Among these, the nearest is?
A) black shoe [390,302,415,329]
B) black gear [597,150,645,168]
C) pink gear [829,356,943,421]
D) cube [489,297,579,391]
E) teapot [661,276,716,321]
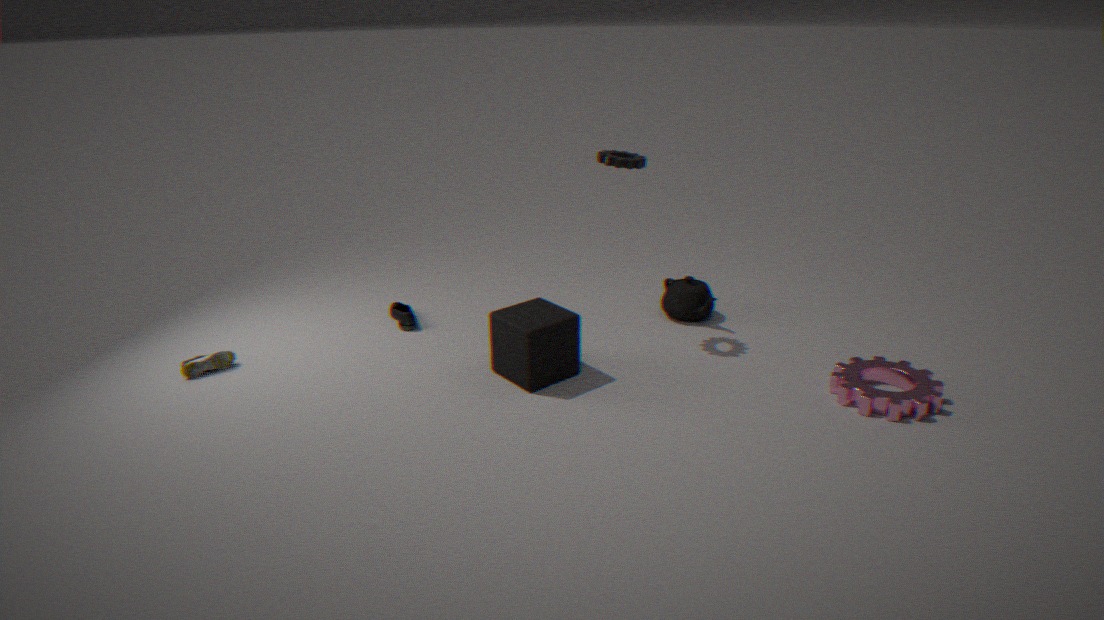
pink gear [829,356,943,421]
